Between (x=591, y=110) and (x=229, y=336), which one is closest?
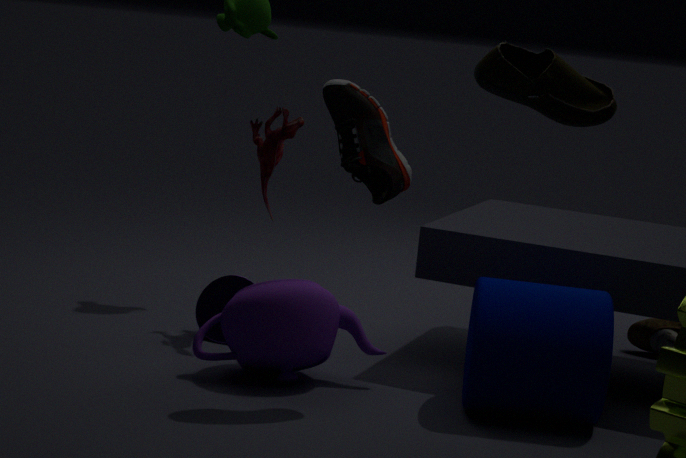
(x=591, y=110)
